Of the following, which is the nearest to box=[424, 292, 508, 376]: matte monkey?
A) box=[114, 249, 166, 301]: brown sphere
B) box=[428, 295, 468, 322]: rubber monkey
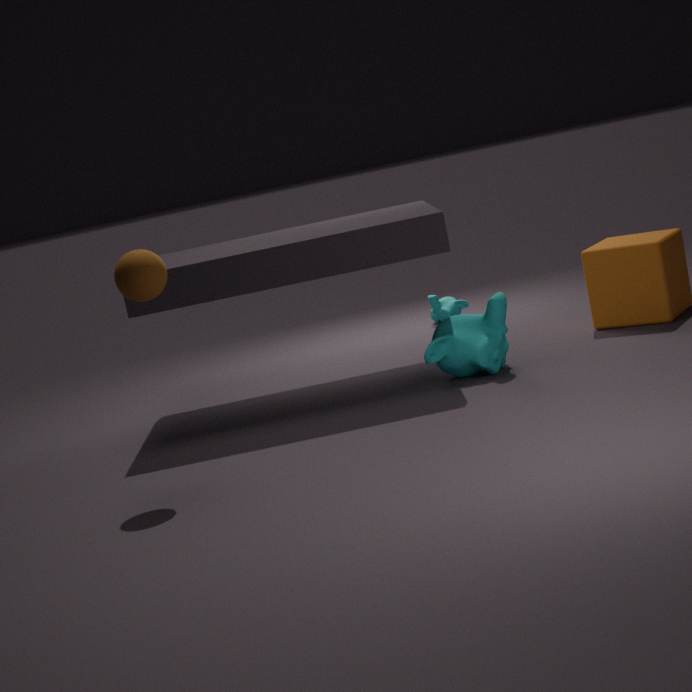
box=[428, 295, 468, 322]: rubber monkey
